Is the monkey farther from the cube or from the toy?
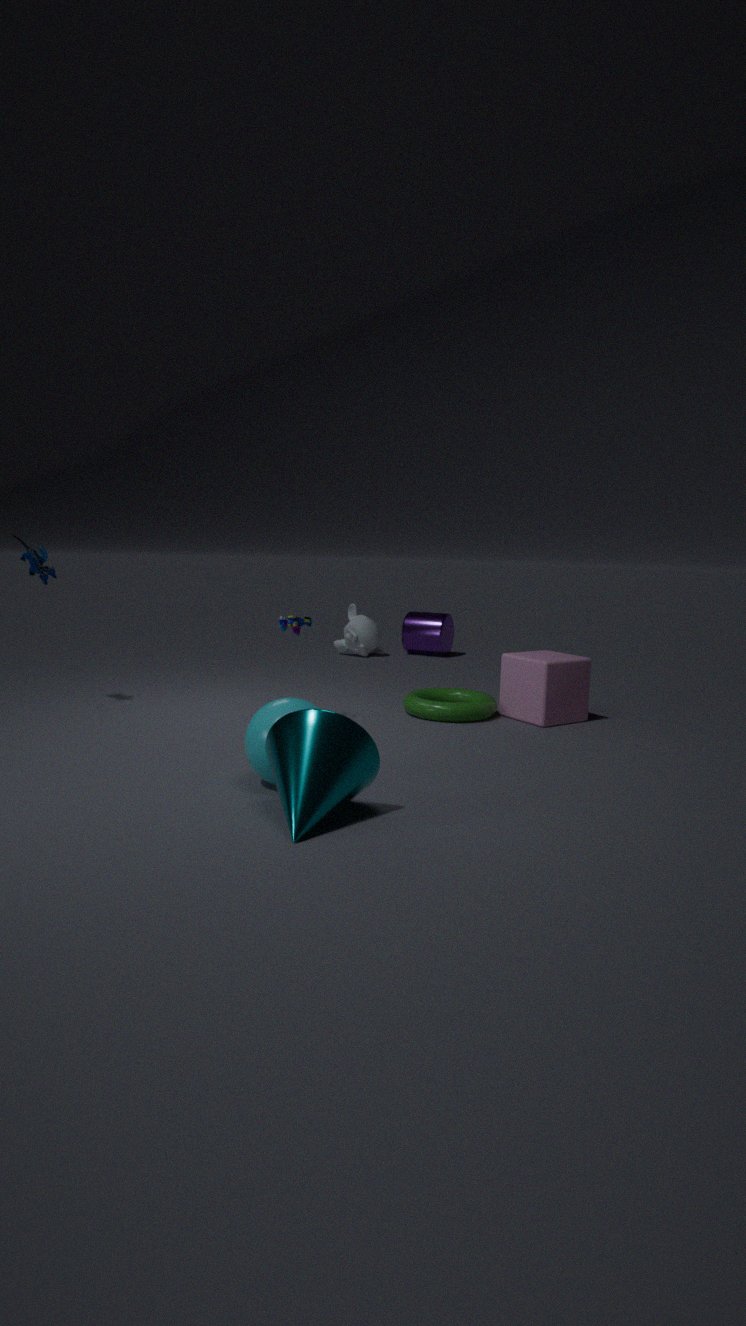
the toy
